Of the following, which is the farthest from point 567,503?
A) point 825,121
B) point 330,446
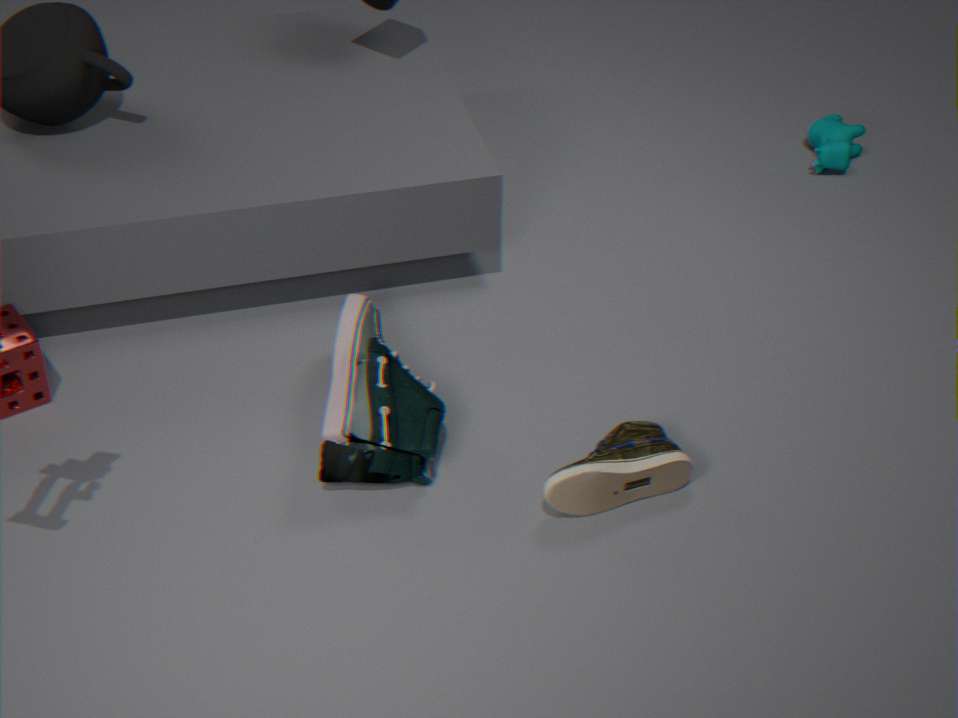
point 825,121
